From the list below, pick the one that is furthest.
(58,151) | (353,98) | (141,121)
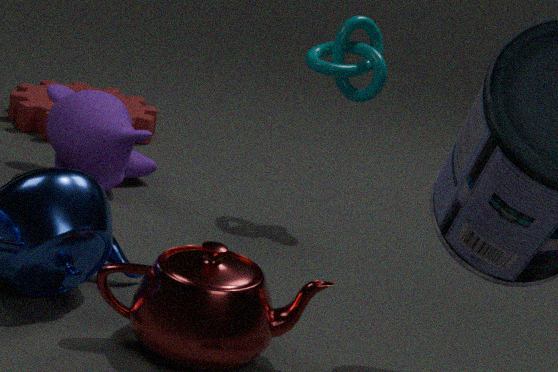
(141,121)
